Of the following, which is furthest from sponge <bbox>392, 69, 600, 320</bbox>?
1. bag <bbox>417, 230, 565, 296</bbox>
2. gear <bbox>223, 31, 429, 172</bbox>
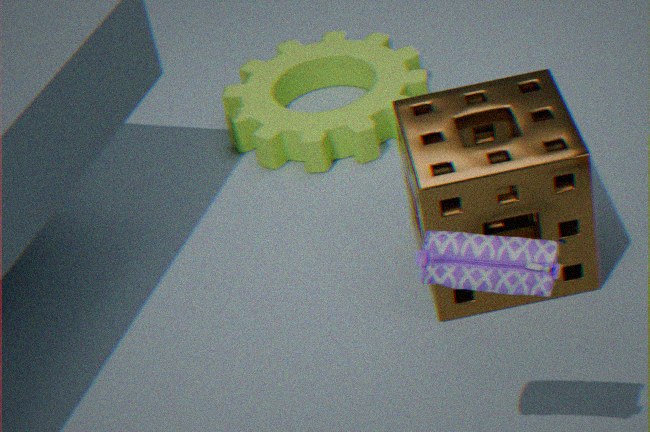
bag <bbox>417, 230, 565, 296</bbox>
